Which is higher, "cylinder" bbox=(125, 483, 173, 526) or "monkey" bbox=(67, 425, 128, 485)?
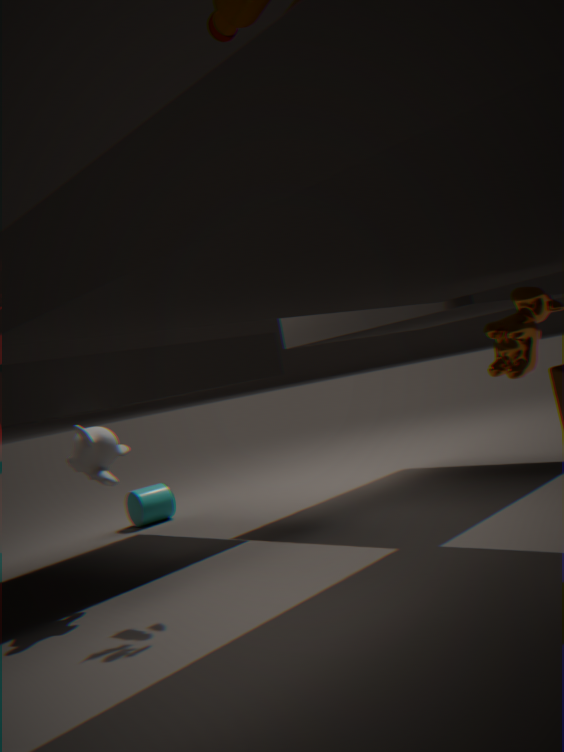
"monkey" bbox=(67, 425, 128, 485)
